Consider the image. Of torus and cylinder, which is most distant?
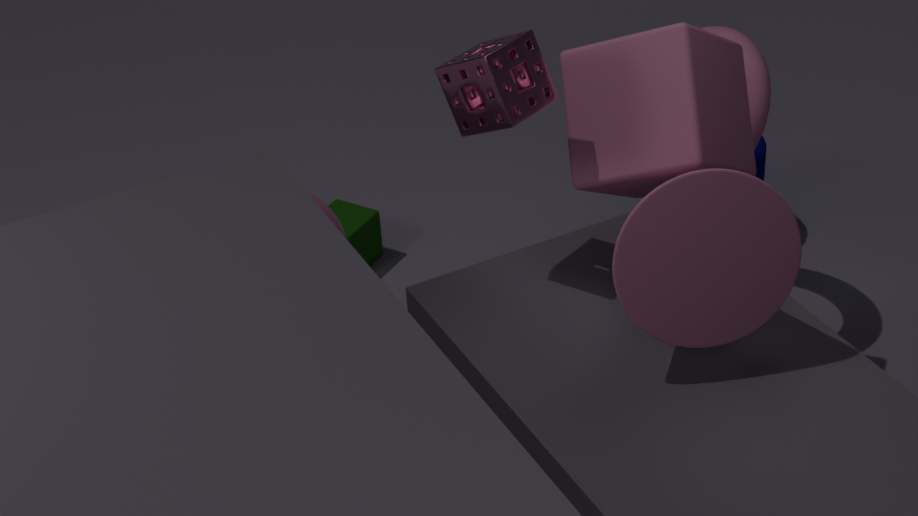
cylinder
